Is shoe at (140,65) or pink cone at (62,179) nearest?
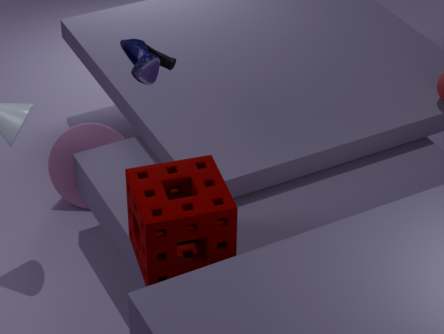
shoe at (140,65)
